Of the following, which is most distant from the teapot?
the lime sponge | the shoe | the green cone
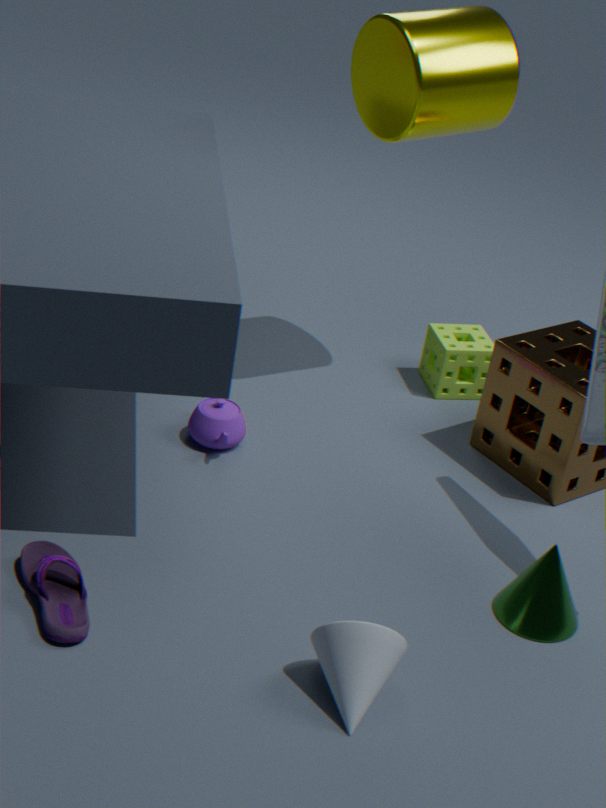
the green cone
